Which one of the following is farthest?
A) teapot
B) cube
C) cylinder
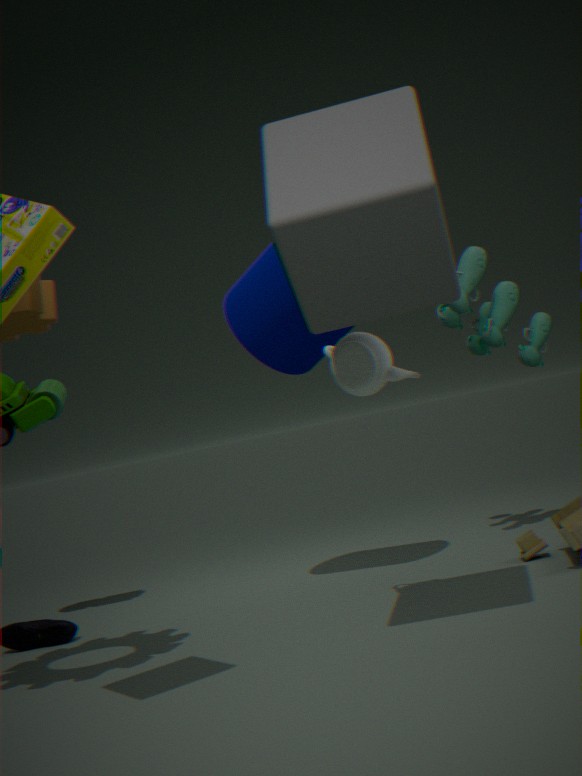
cylinder
